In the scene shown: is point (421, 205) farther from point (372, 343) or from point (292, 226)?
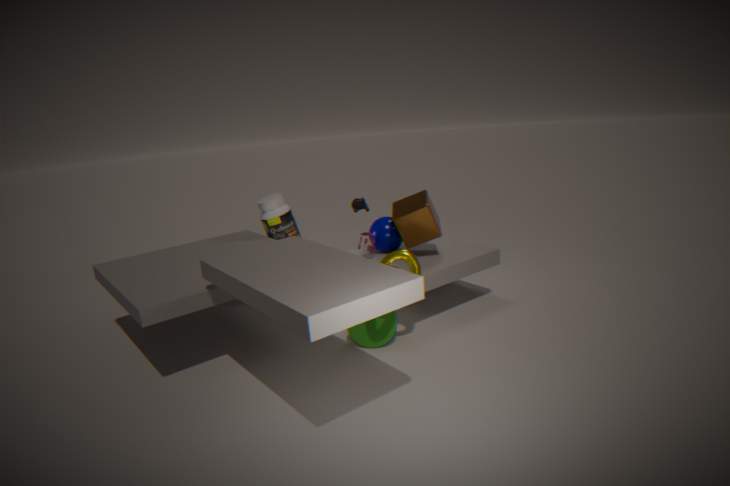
point (292, 226)
